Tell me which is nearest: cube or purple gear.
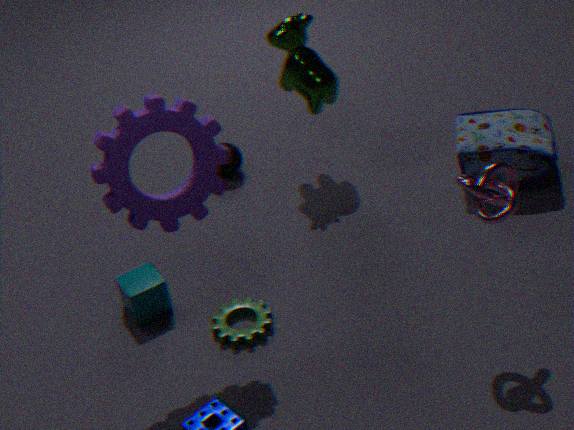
purple gear
